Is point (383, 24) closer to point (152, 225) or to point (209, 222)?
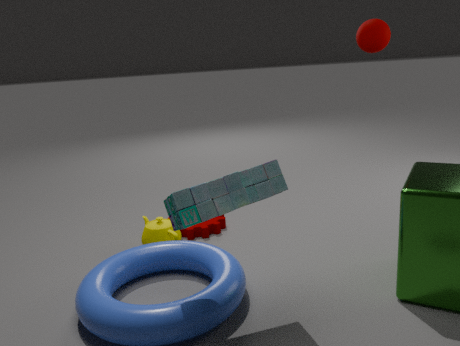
point (209, 222)
